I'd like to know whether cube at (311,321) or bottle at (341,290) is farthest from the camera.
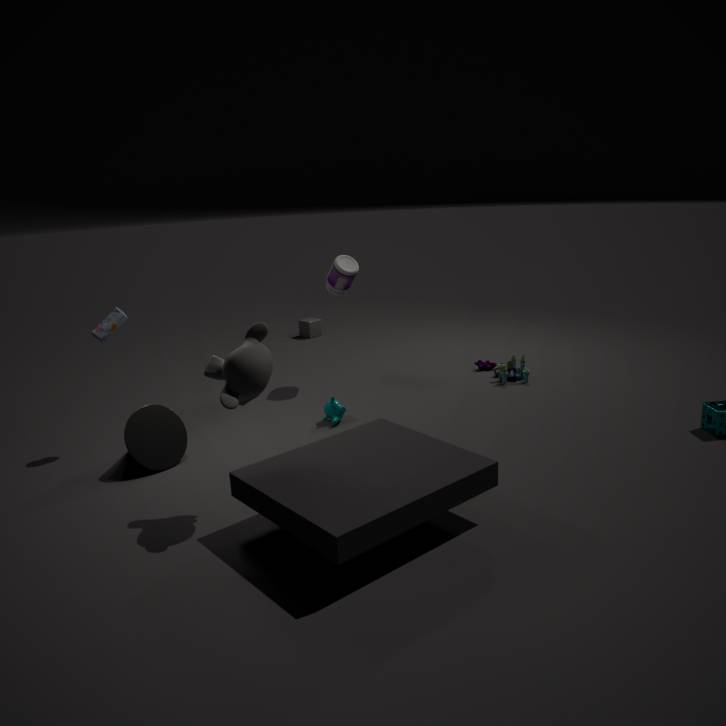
cube at (311,321)
